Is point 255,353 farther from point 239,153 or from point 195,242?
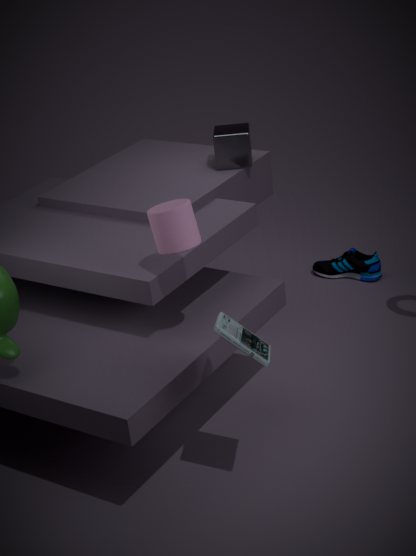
point 239,153
